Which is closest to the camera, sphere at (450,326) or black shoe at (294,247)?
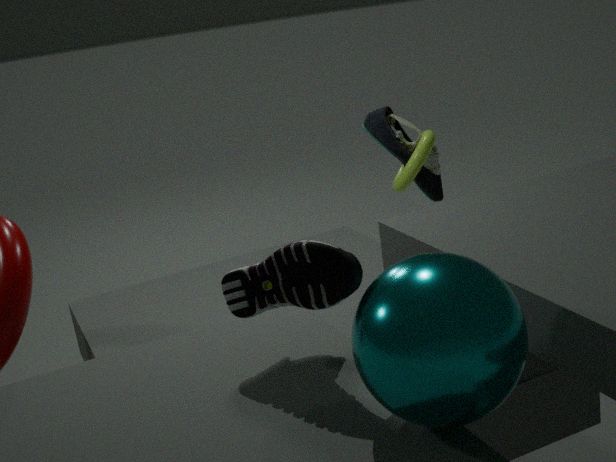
sphere at (450,326)
